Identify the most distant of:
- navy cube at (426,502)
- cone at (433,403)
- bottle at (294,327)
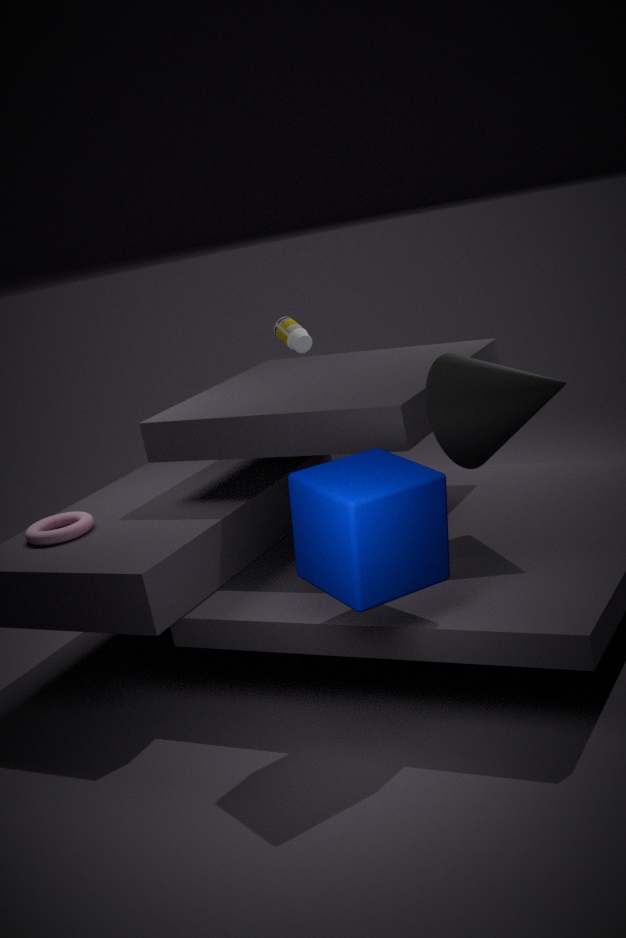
bottle at (294,327)
